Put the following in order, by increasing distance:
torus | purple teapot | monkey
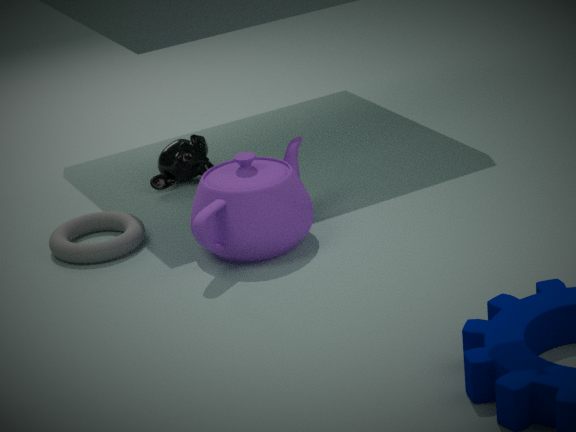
purple teapot
torus
monkey
